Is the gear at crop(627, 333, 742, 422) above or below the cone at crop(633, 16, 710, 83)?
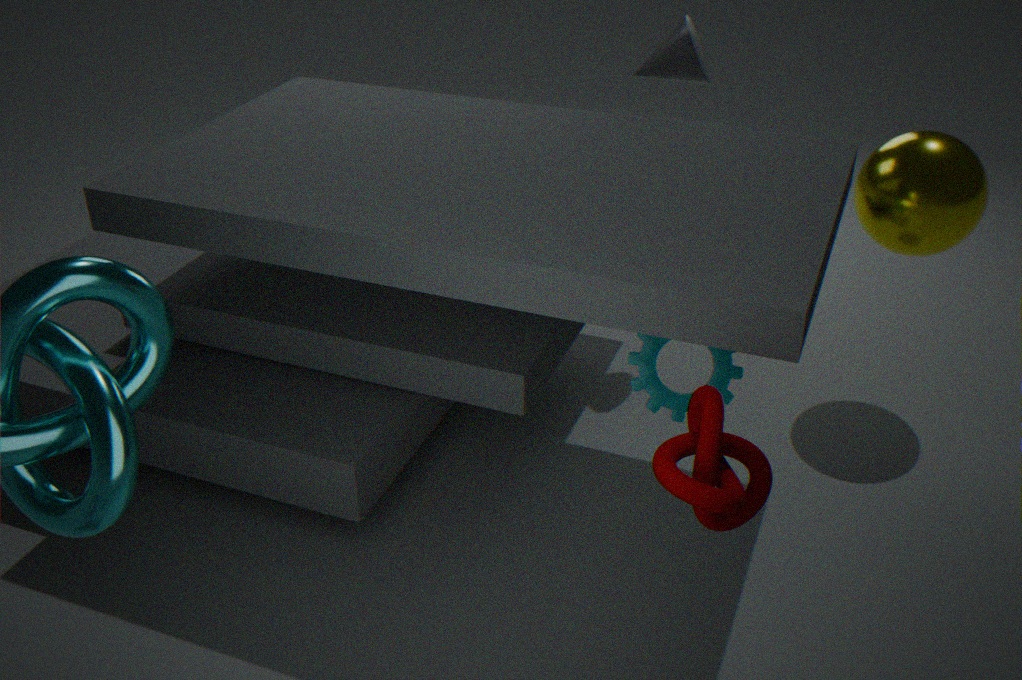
below
